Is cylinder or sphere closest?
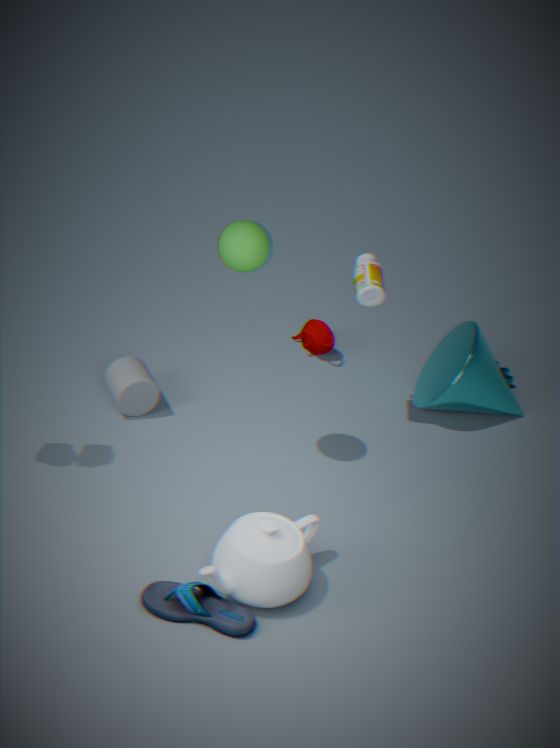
sphere
